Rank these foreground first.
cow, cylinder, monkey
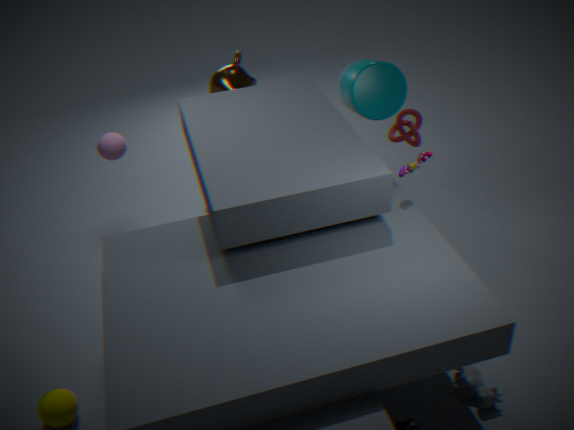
cow
cylinder
monkey
